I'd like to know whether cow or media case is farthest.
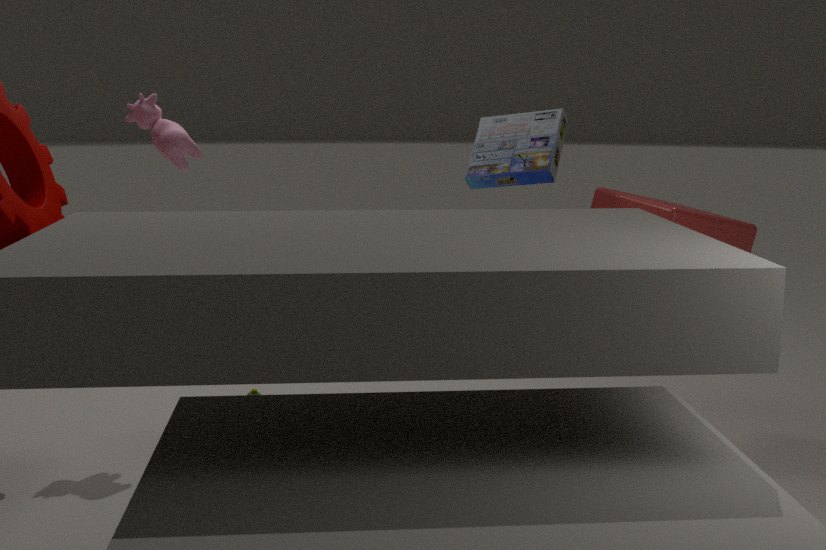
media case
